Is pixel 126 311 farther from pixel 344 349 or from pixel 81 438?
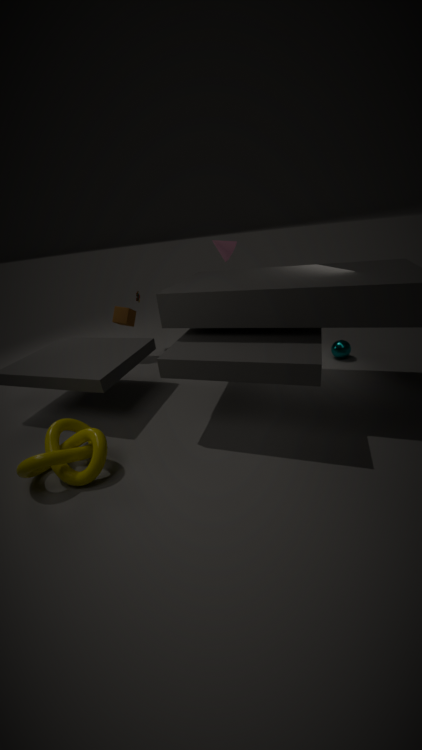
pixel 344 349
